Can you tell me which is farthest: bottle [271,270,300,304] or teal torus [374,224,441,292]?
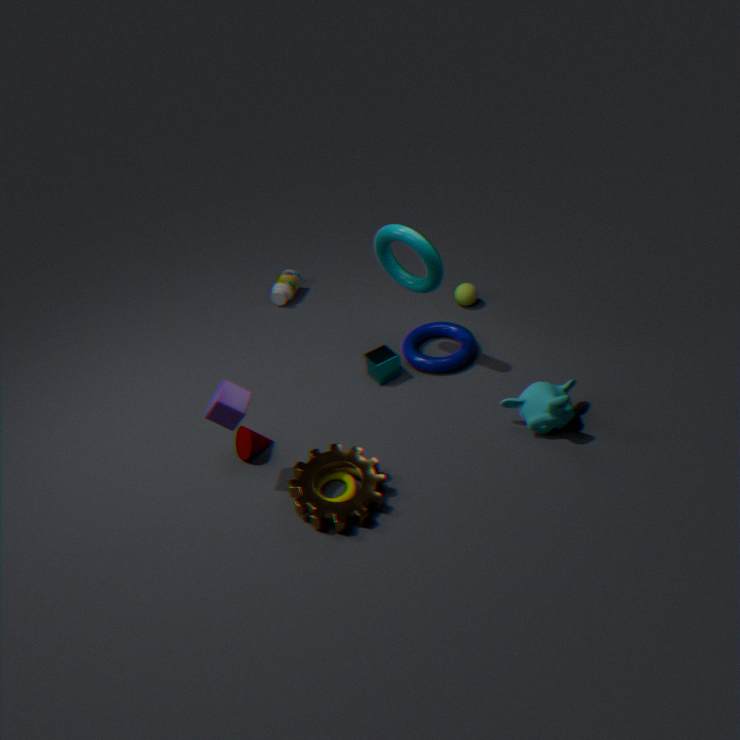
bottle [271,270,300,304]
